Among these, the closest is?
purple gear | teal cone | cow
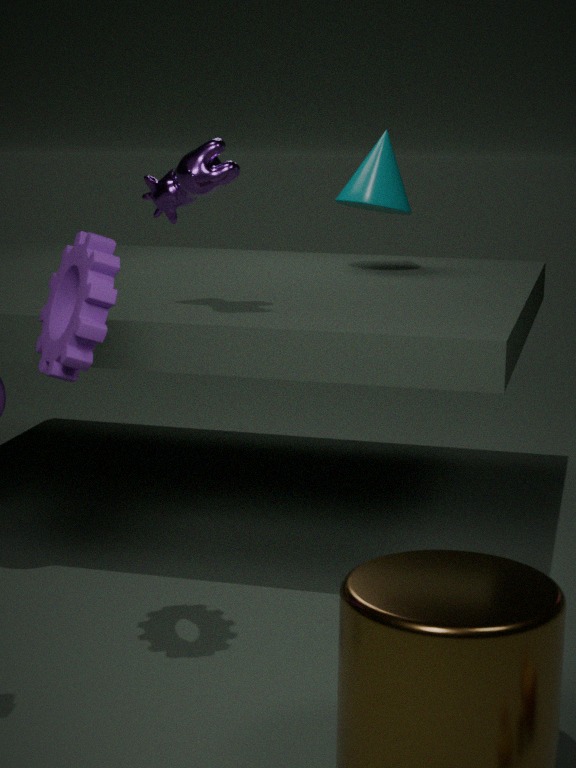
purple gear
